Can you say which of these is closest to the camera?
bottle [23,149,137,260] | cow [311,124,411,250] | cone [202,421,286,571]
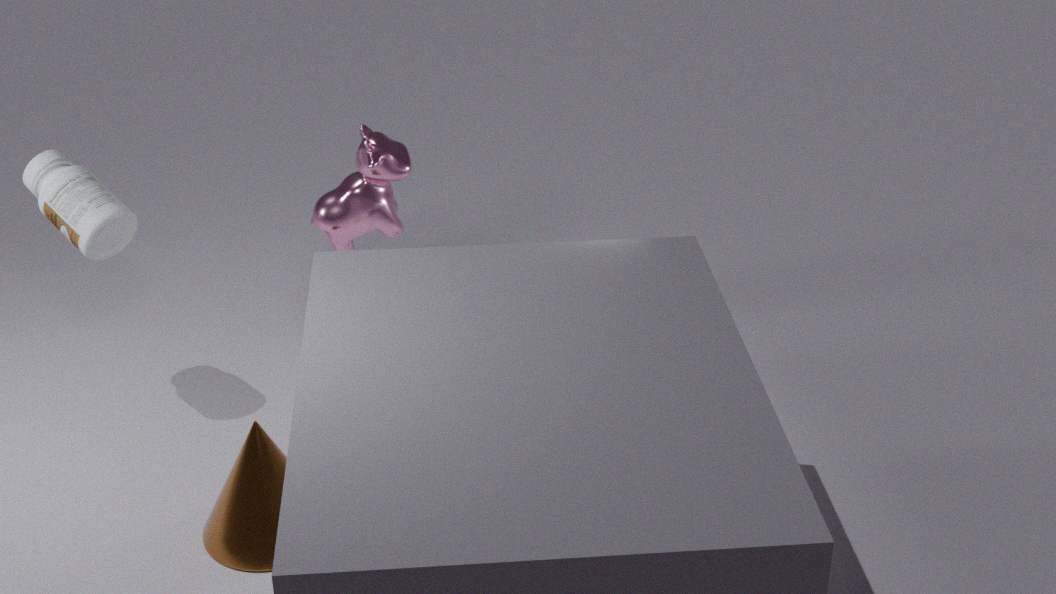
cone [202,421,286,571]
